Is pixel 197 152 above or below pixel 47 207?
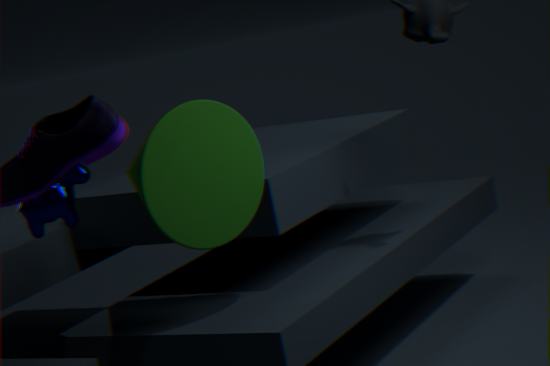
below
